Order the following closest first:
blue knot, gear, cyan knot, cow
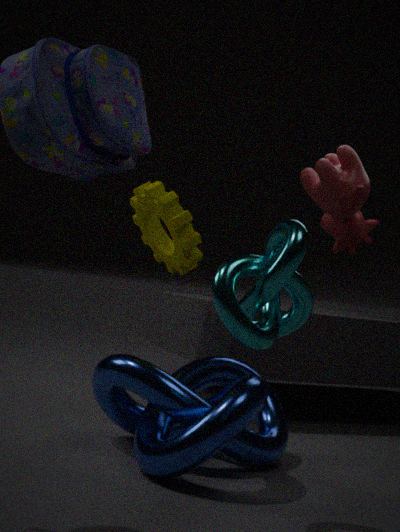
1. cyan knot
2. blue knot
3. gear
4. cow
